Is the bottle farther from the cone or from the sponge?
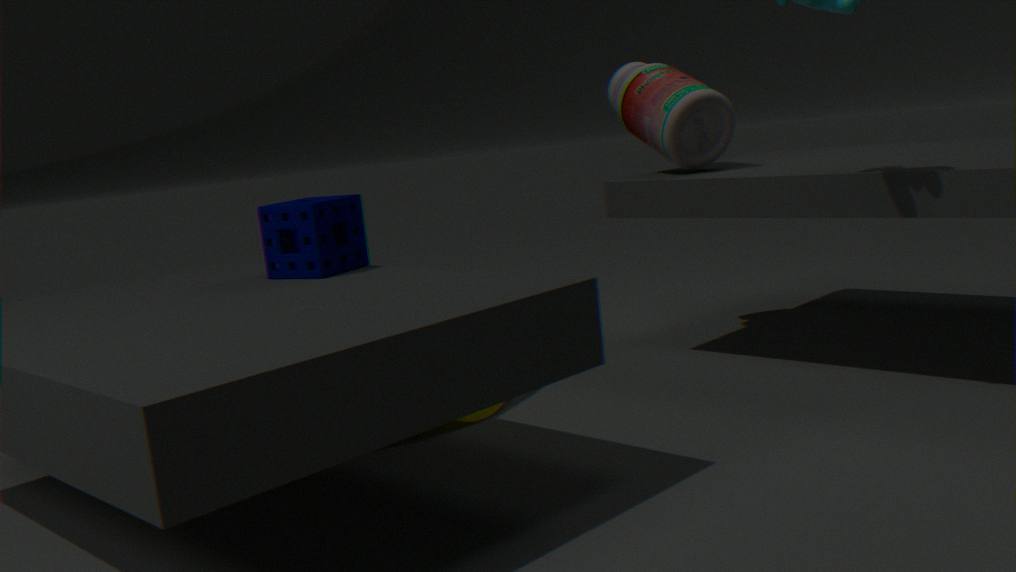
the sponge
